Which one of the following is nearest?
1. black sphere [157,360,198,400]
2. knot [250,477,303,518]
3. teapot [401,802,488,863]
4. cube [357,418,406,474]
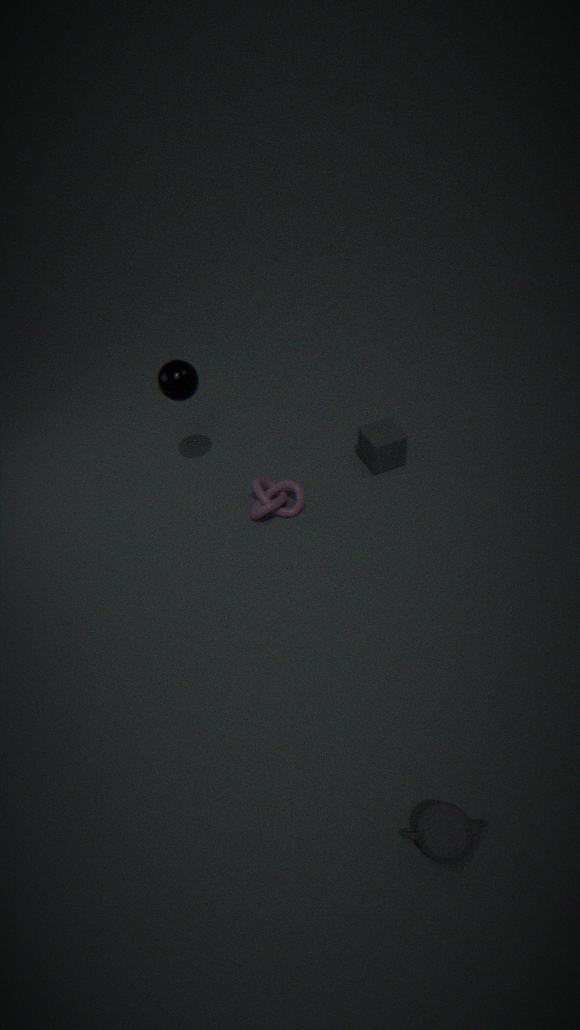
teapot [401,802,488,863]
